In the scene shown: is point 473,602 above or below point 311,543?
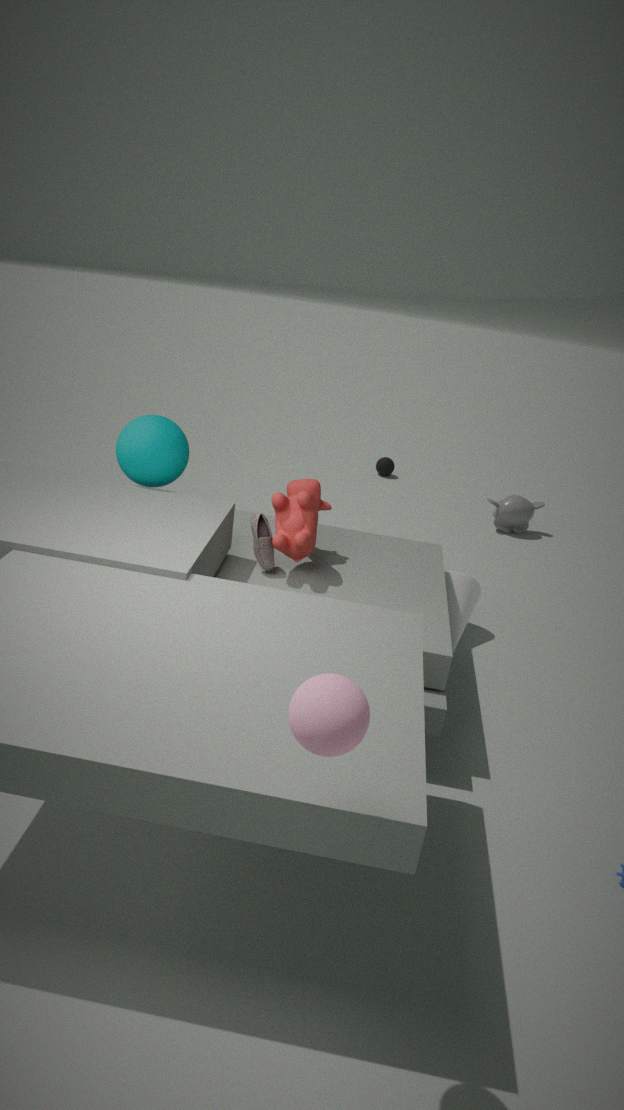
below
